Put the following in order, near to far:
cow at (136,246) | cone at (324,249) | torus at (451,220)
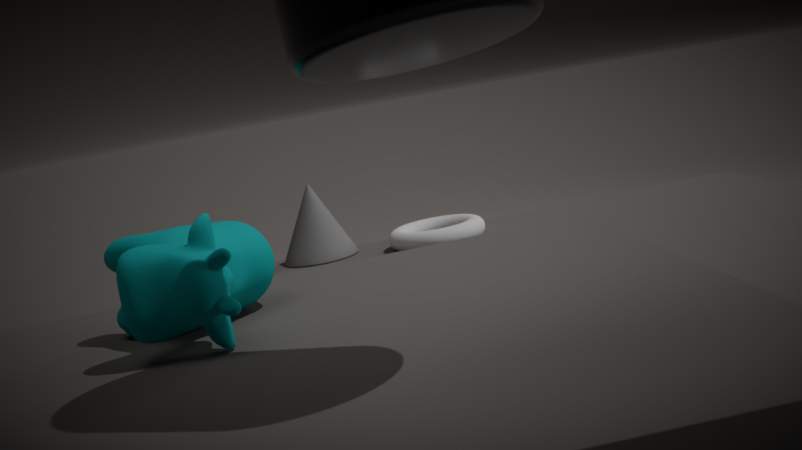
cow at (136,246)
torus at (451,220)
cone at (324,249)
